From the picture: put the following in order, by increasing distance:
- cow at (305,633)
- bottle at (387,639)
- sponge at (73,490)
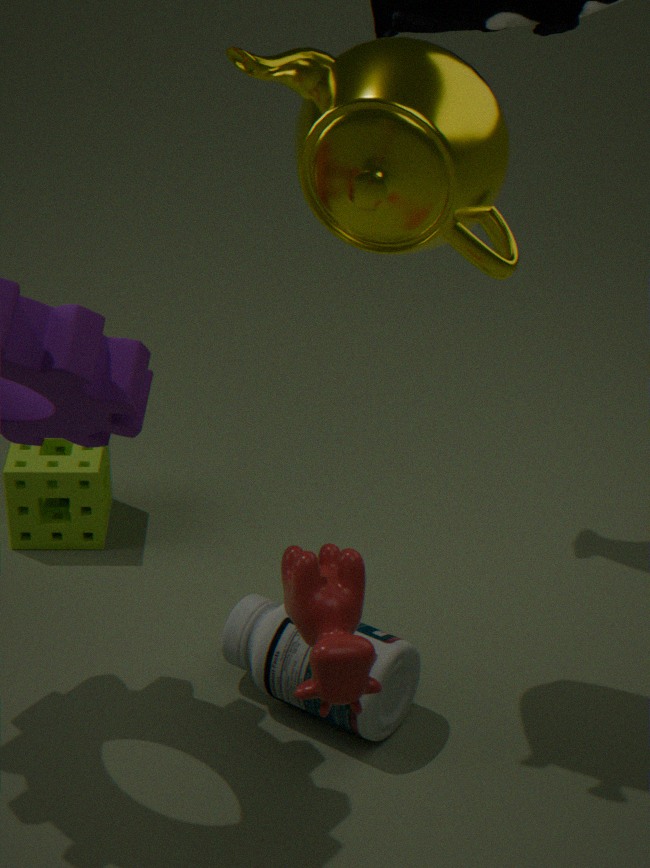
cow at (305,633)
bottle at (387,639)
sponge at (73,490)
